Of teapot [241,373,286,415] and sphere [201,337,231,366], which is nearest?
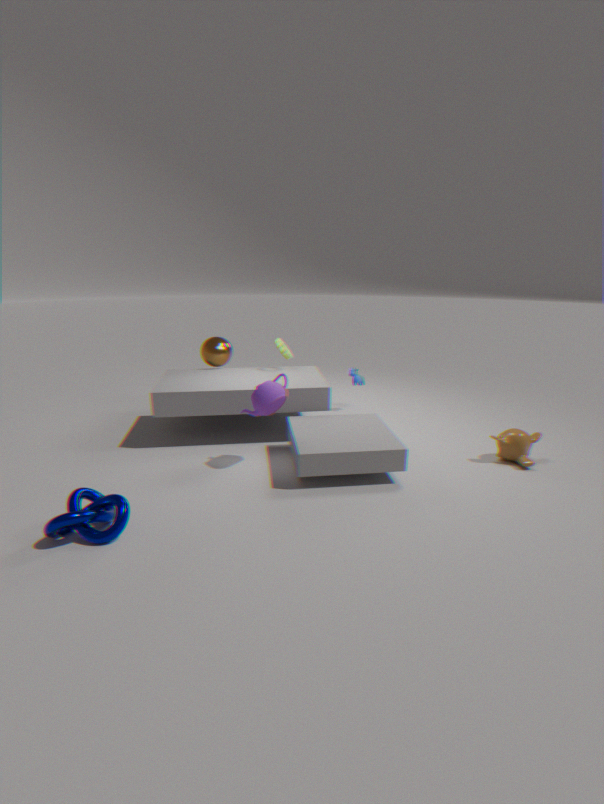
teapot [241,373,286,415]
